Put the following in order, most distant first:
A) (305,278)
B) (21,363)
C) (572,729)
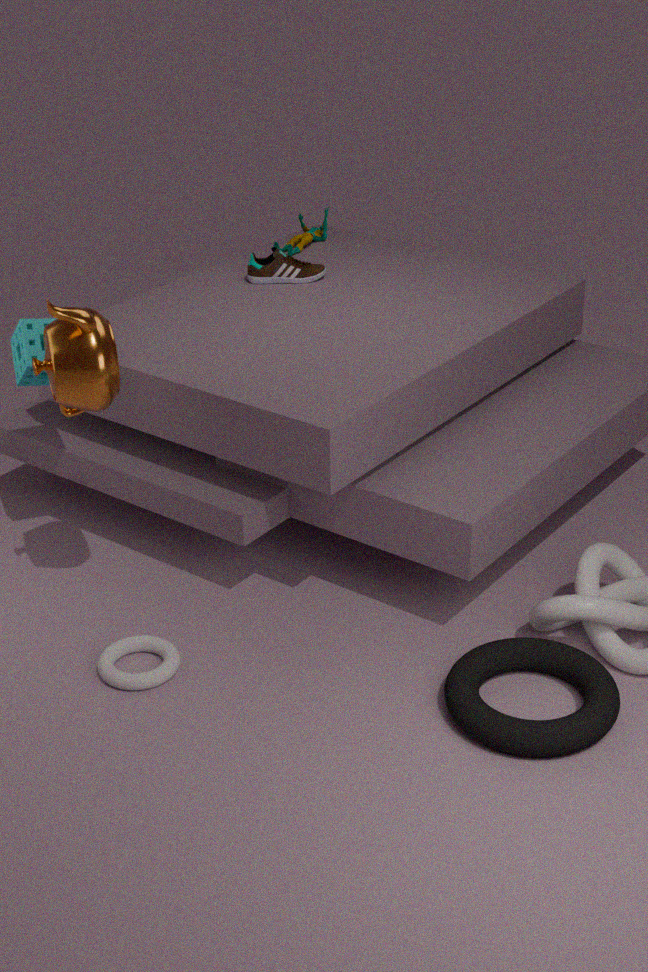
(305,278)
(21,363)
(572,729)
